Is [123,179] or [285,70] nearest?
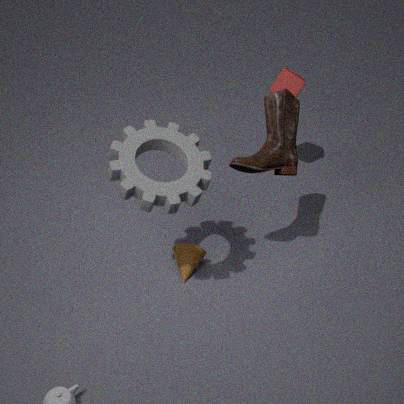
[123,179]
